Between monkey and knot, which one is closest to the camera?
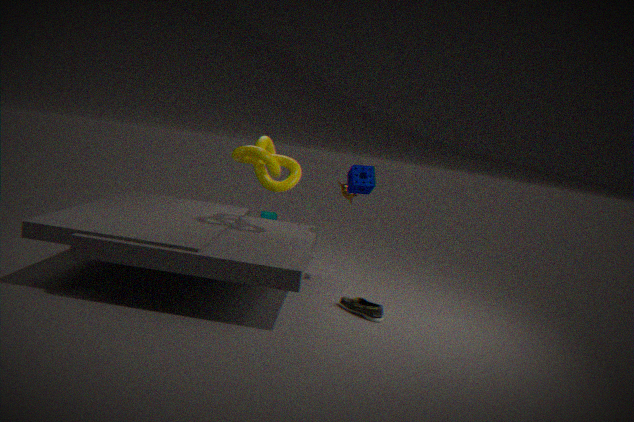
knot
